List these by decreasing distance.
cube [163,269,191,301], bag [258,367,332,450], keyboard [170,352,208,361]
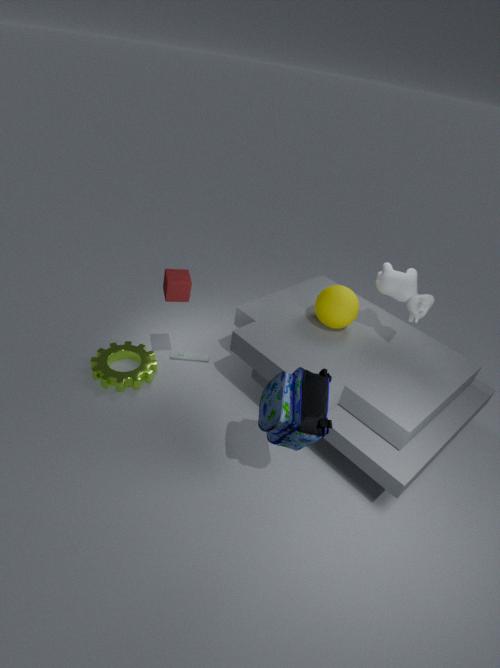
keyboard [170,352,208,361] → cube [163,269,191,301] → bag [258,367,332,450]
